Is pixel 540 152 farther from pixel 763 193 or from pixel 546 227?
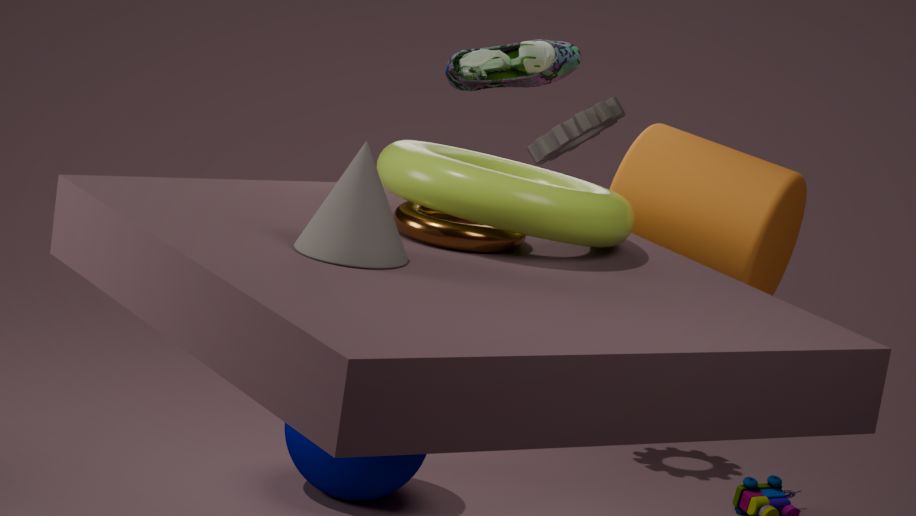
pixel 546 227
